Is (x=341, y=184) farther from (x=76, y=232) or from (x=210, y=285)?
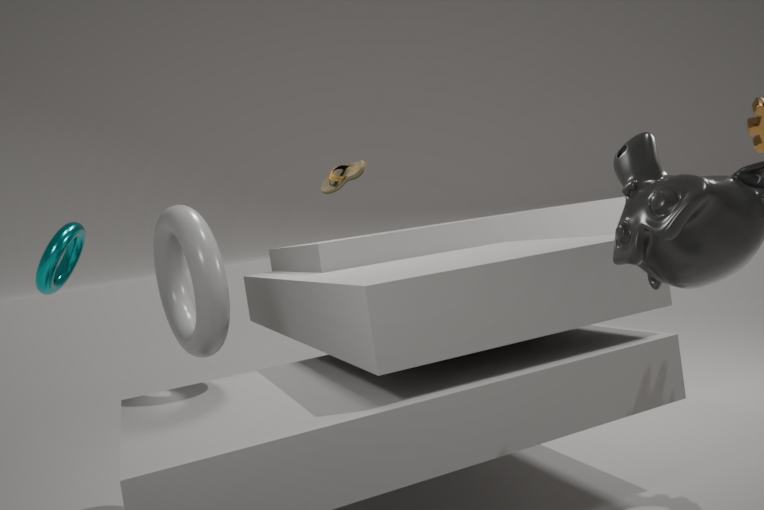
(x=76, y=232)
